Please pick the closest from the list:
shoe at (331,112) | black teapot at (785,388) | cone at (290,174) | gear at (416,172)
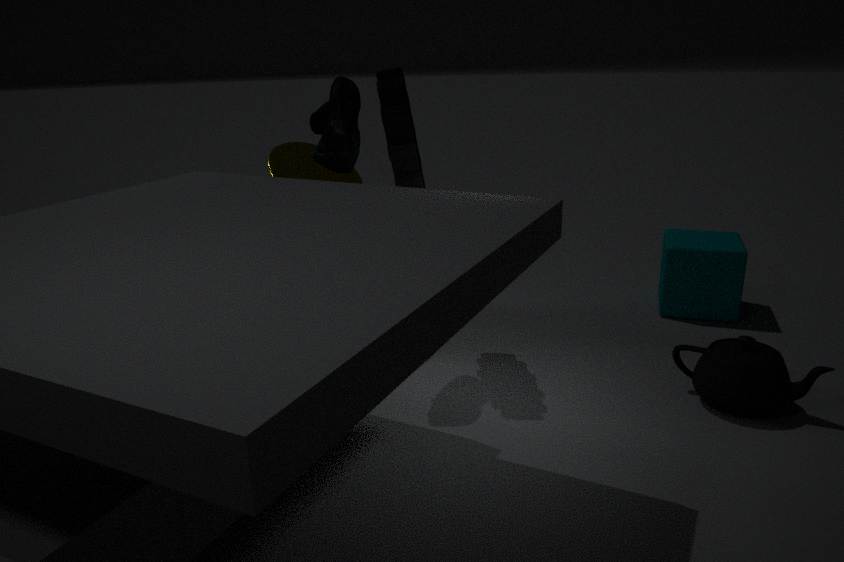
black teapot at (785,388)
